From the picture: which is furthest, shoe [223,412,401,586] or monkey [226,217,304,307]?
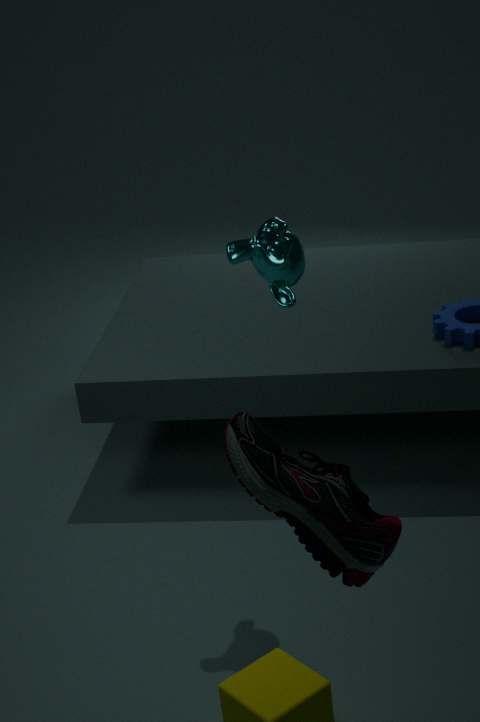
monkey [226,217,304,307]
